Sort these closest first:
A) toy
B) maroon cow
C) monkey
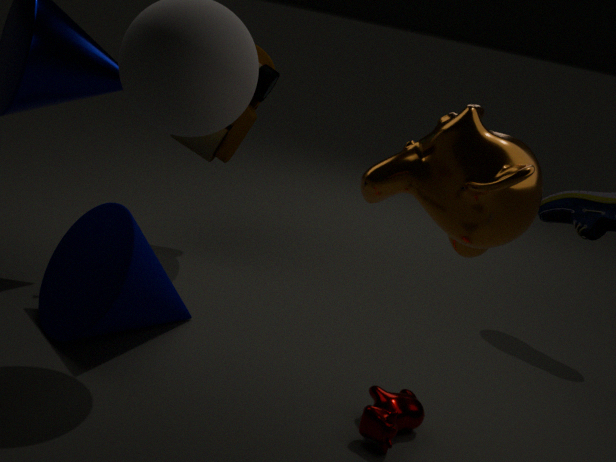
monkey < maroon cow < toy
